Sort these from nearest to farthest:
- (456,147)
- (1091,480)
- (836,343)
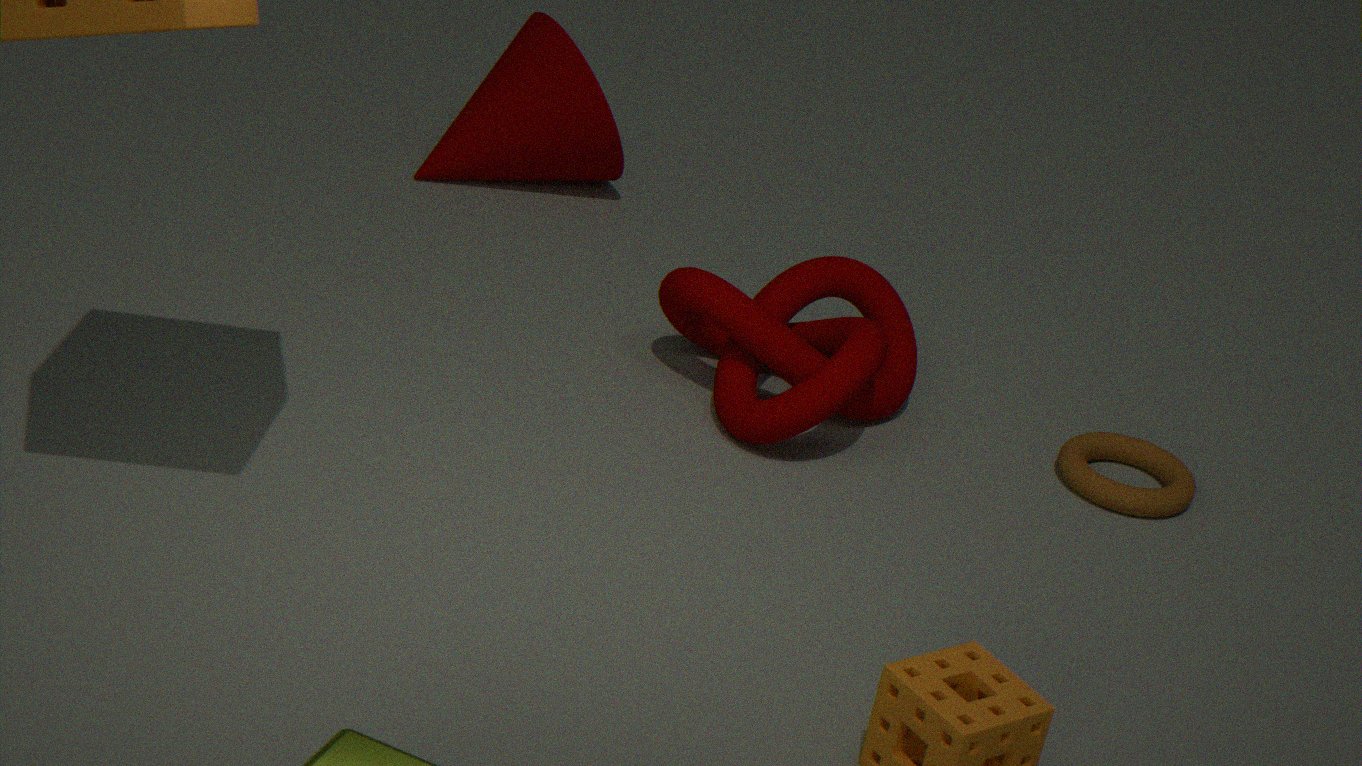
(1091,480), (836,343), (456,147)
